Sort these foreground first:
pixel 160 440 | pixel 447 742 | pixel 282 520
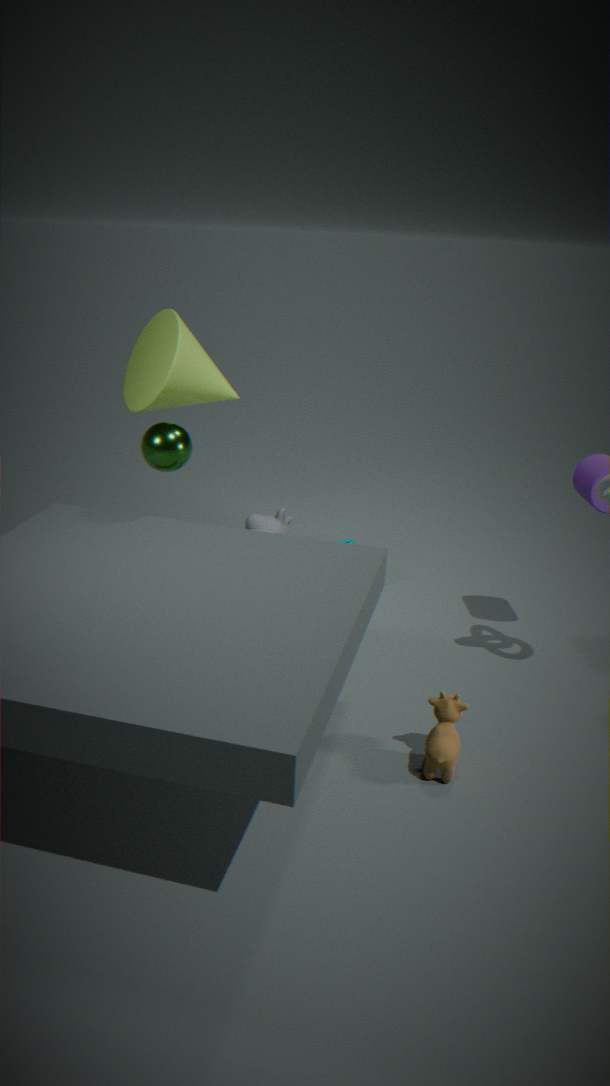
1. pixel 447 742
2. pixel 160 440
3. pixel 282 520
